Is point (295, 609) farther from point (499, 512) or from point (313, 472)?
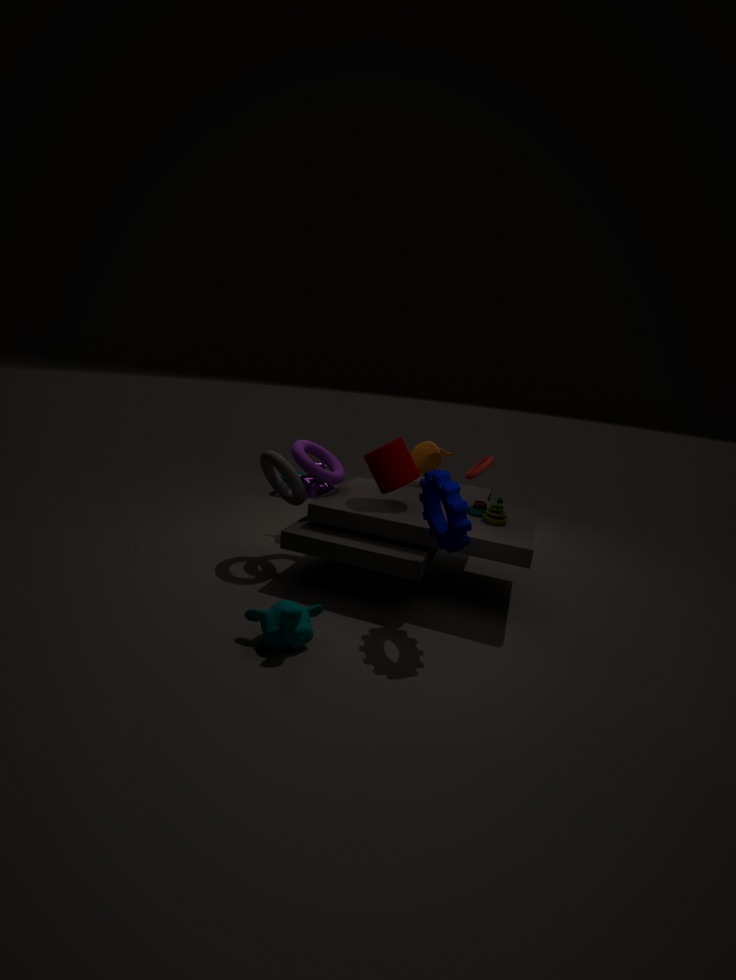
point (499, 512)
